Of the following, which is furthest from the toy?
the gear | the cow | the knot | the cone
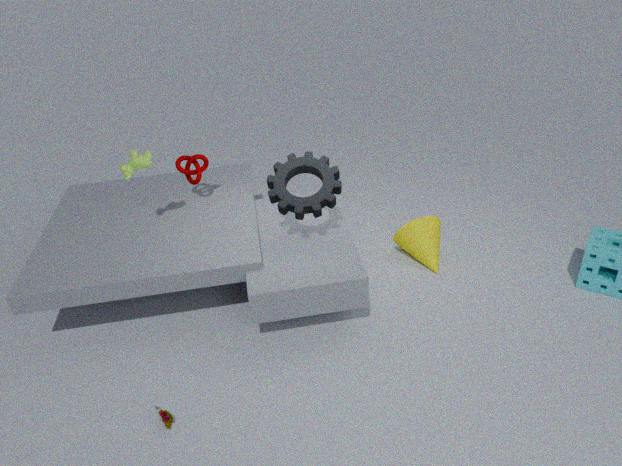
the cone
